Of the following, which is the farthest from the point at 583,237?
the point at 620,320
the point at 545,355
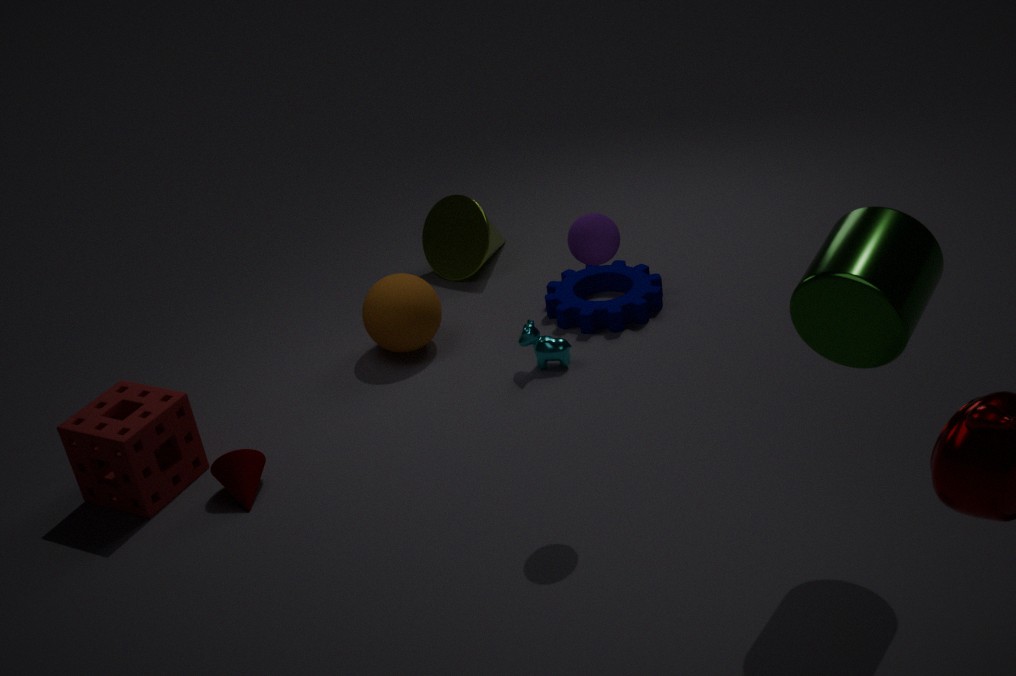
the point at 620,320
